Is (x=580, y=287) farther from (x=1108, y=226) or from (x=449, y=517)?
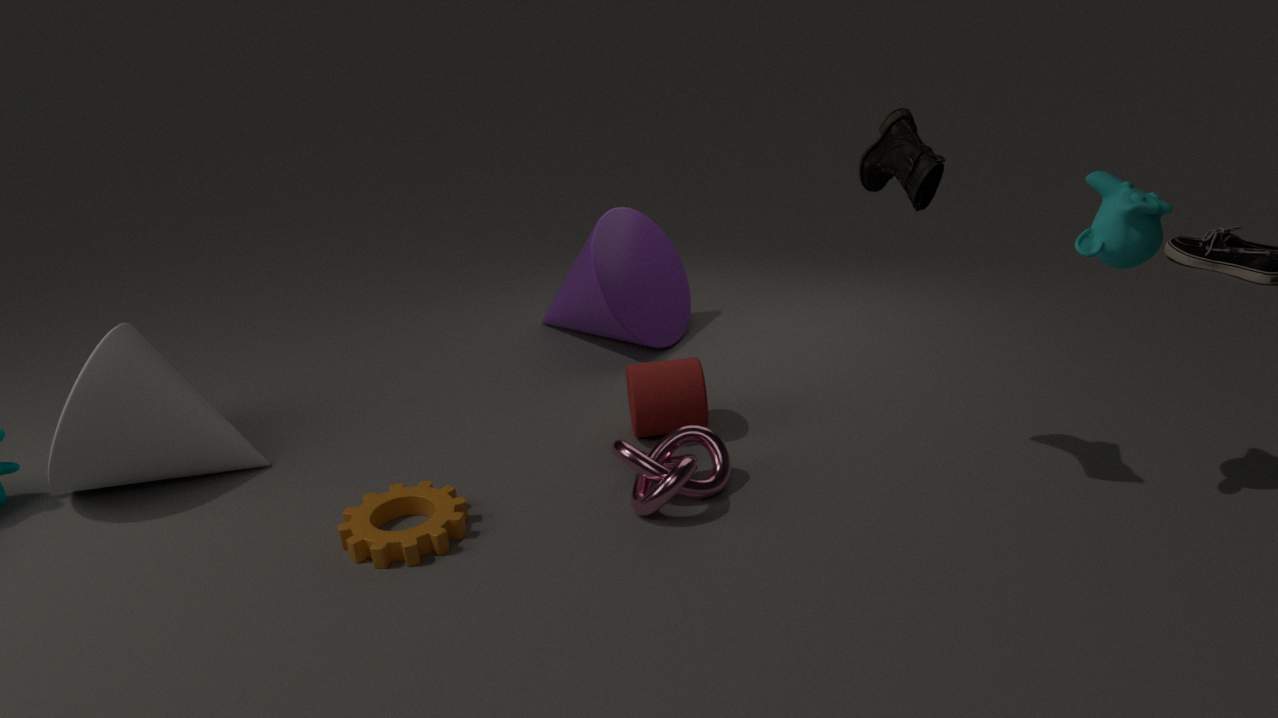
(x=1108, y=226)
